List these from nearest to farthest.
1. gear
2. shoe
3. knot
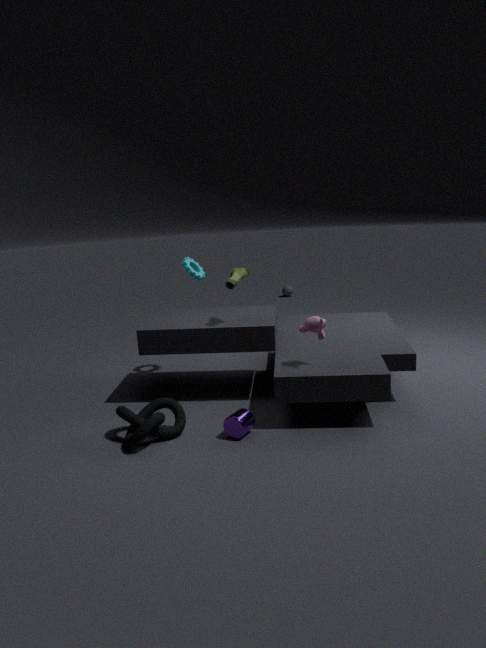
knot
shoe
gear
